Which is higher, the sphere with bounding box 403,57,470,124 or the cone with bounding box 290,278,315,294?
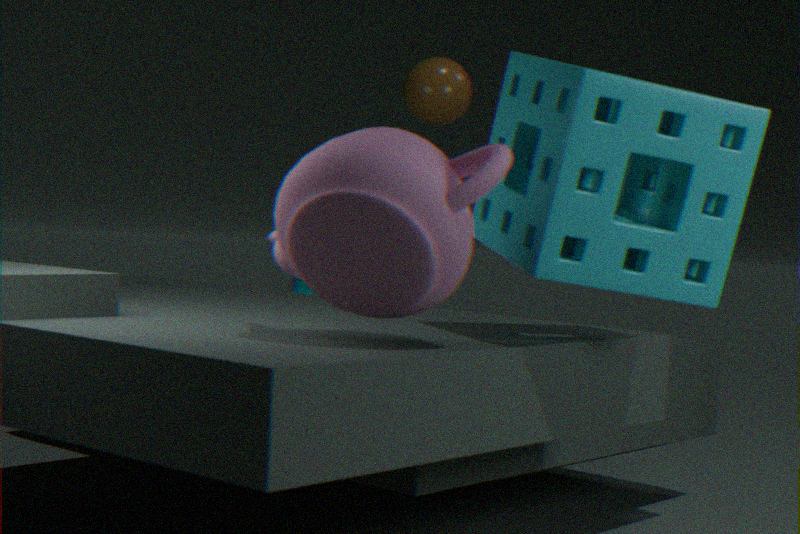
the sphere with bounding box 403,57,470,124
